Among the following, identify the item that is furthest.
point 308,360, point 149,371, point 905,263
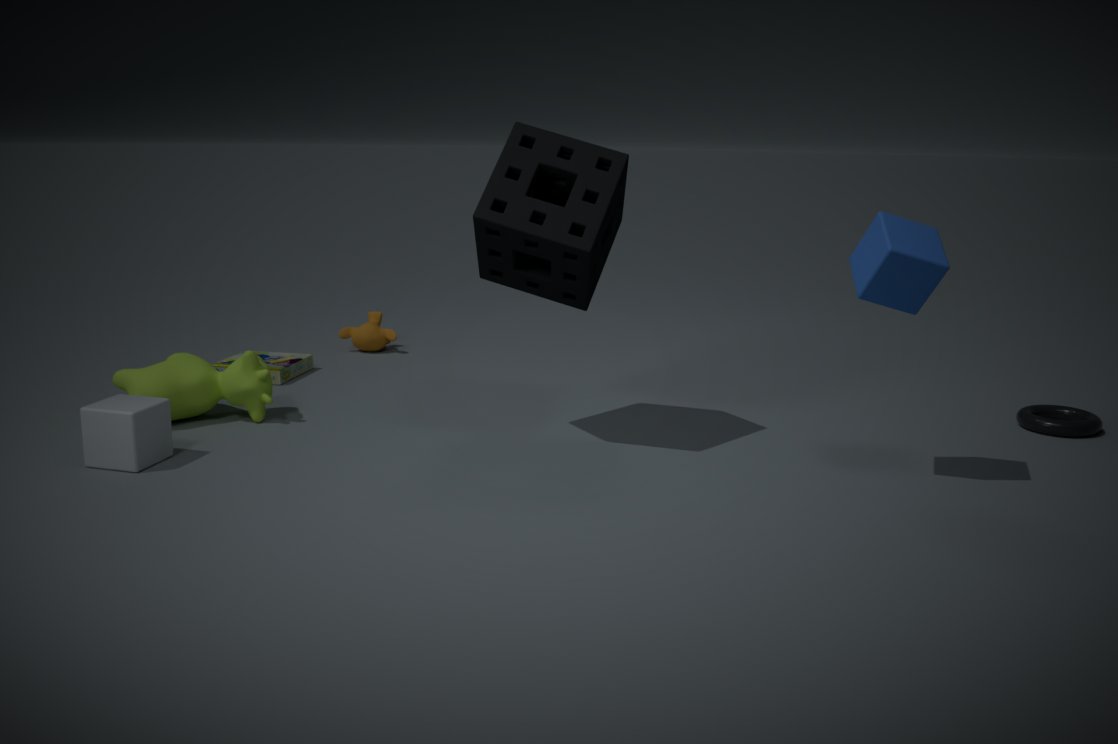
point 308,360
